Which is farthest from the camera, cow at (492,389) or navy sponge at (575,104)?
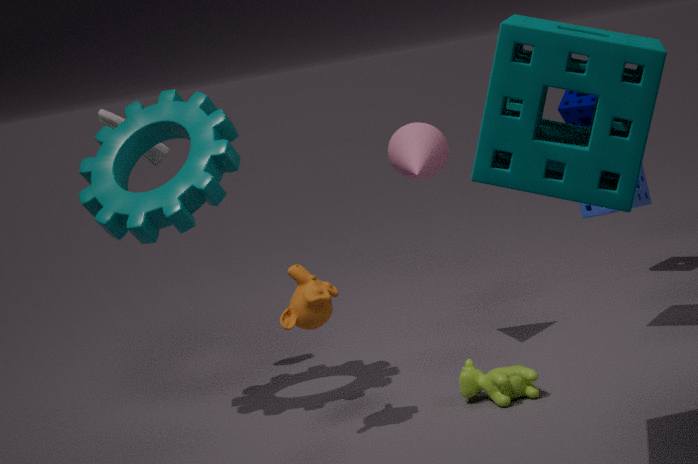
navy sponge at (575,104)
